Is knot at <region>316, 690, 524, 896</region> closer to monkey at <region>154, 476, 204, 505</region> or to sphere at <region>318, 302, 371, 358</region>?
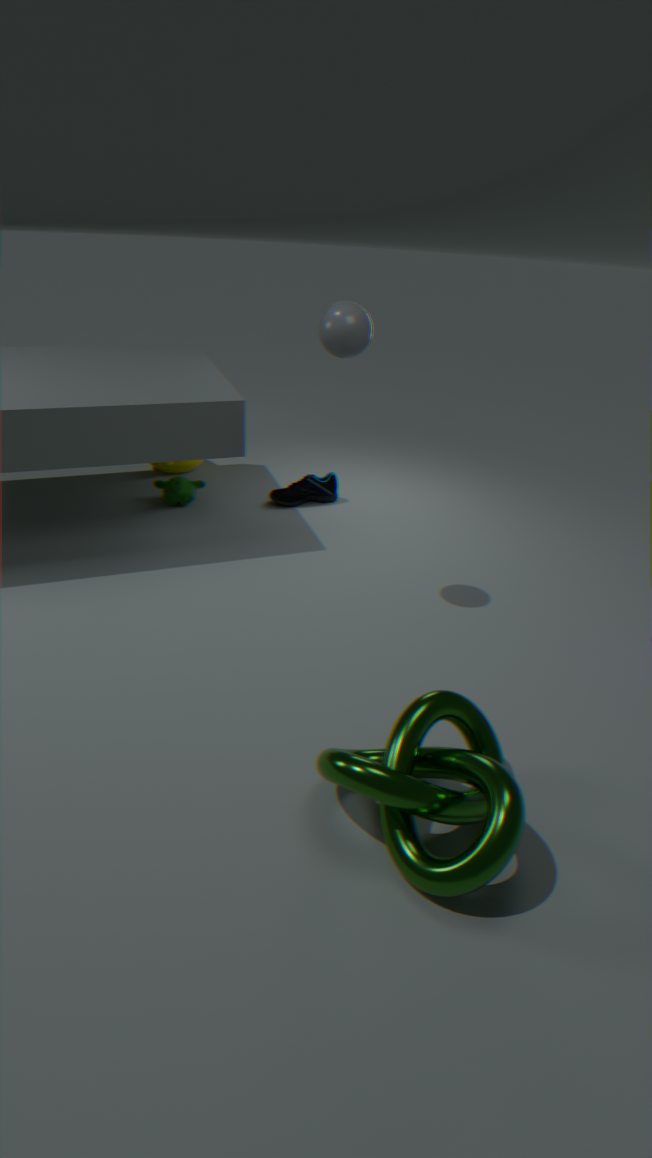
sphere at <region>318, 302, 371, 358</region>
